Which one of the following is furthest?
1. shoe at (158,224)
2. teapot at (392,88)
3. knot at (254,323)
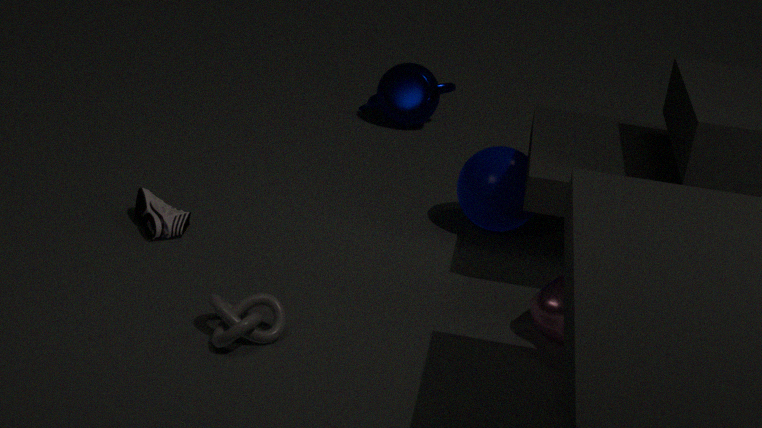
teapot at (392,88)
